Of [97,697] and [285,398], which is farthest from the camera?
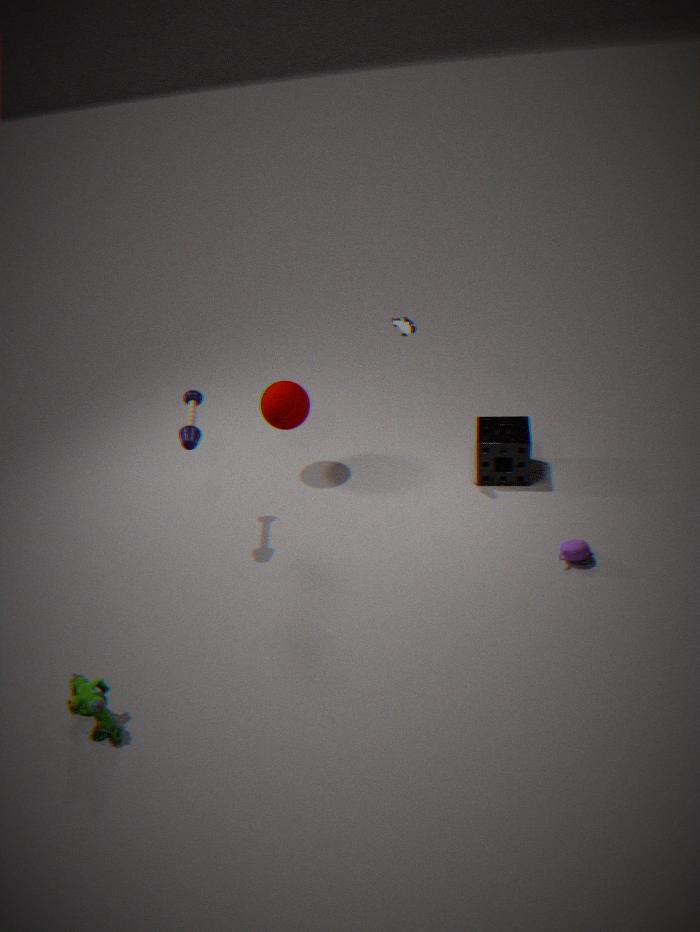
[285,398]
